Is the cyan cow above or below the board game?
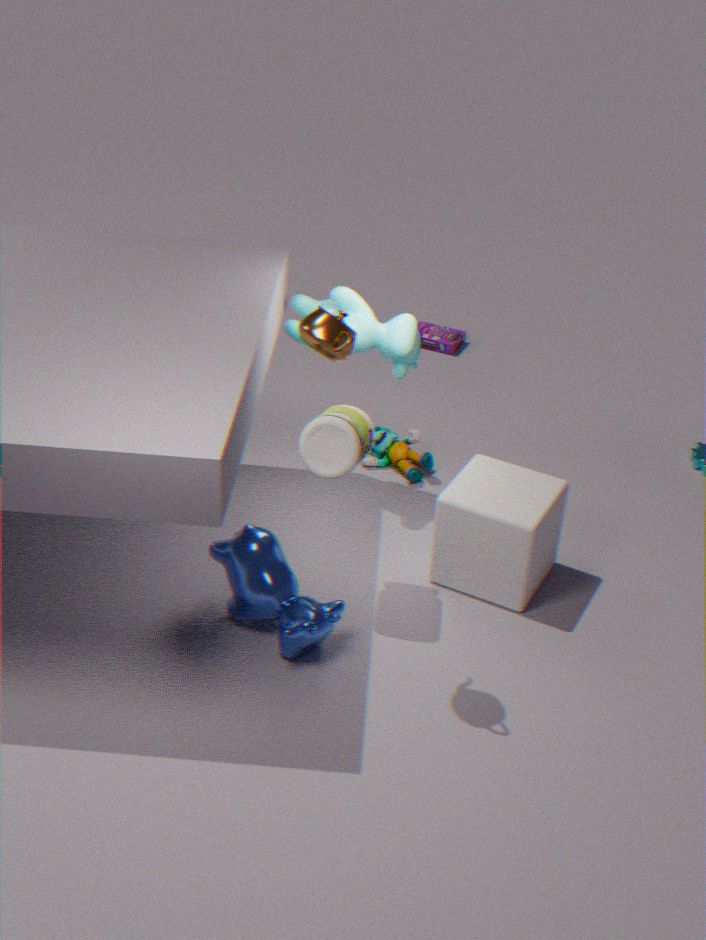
above
